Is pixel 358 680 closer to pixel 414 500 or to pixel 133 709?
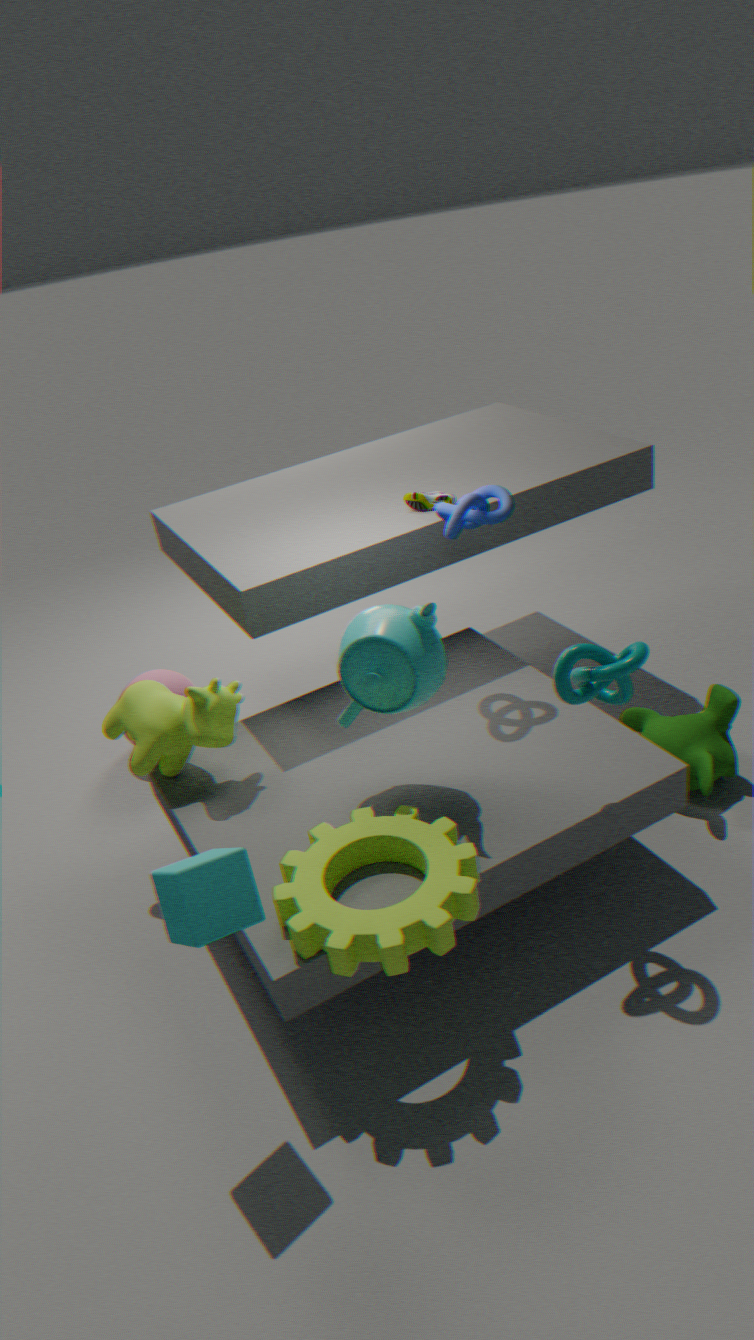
pixel 133 709
